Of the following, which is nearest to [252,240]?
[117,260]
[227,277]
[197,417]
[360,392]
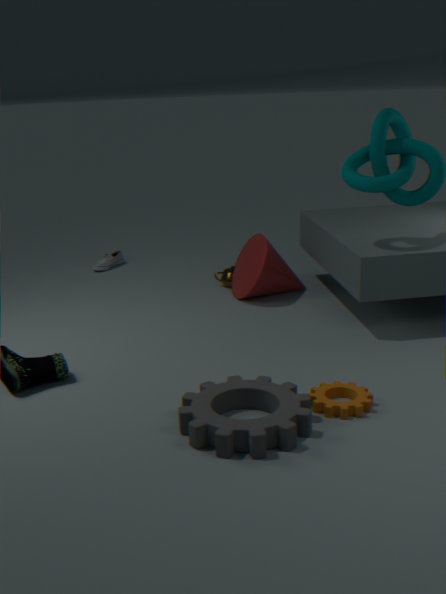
[227,277]
